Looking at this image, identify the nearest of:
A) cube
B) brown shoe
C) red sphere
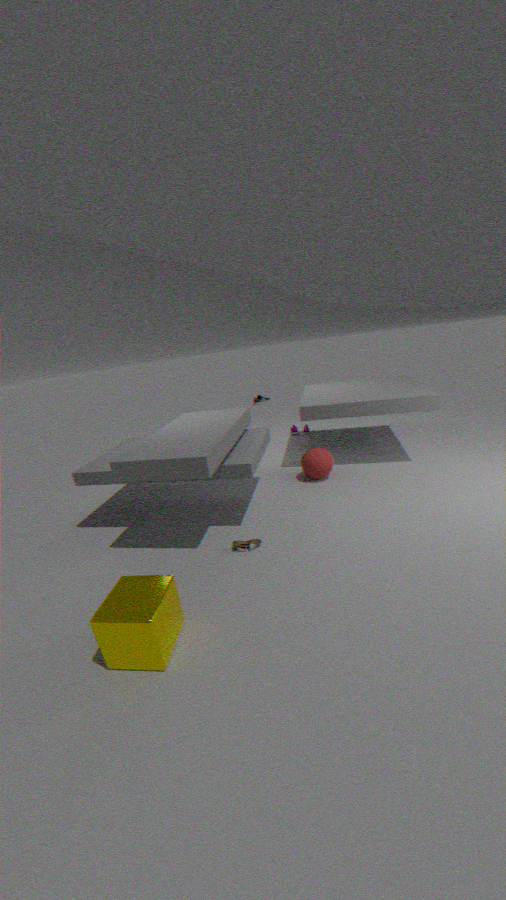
cube
